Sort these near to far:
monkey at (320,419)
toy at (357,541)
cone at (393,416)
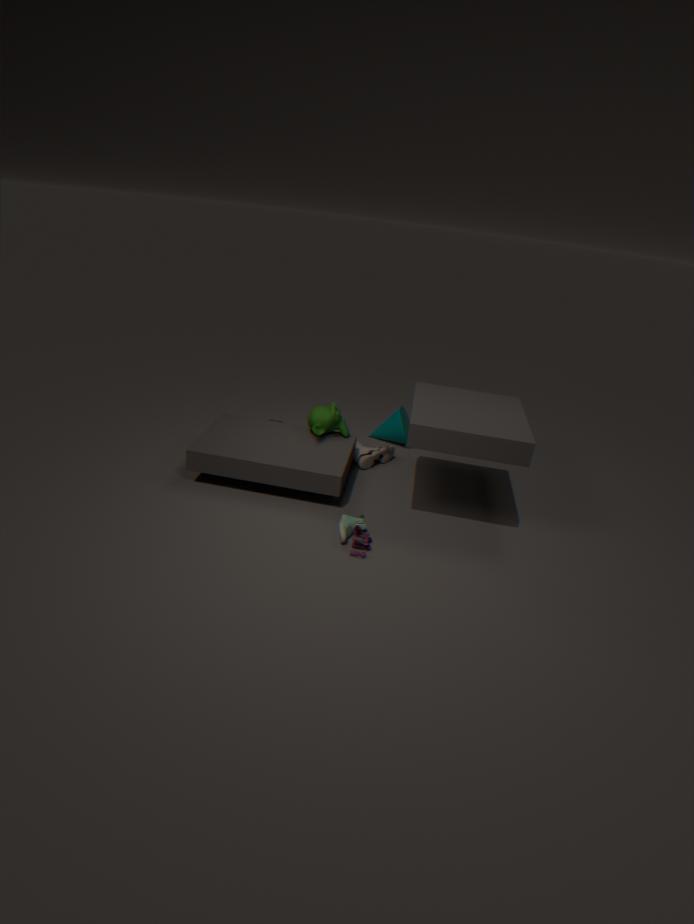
toy at (357,541)
monkey at (320,419)
cone at (393,416)
